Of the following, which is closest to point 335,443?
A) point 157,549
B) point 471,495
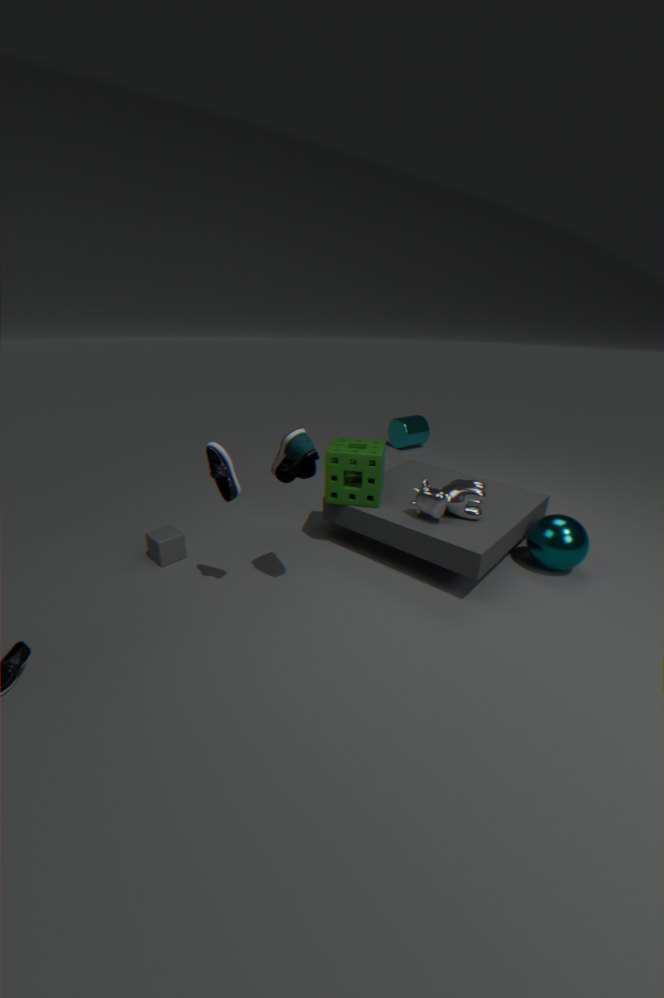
point 471,495
